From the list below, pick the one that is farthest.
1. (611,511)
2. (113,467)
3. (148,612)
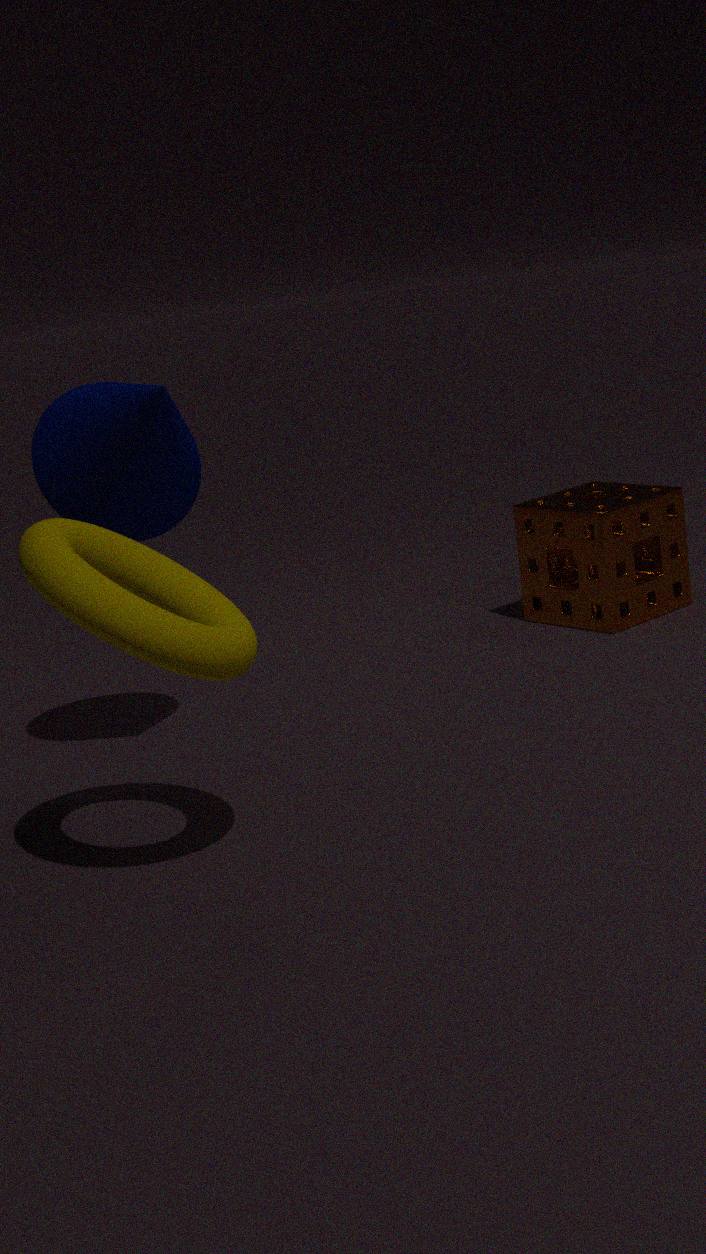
(611,511)
